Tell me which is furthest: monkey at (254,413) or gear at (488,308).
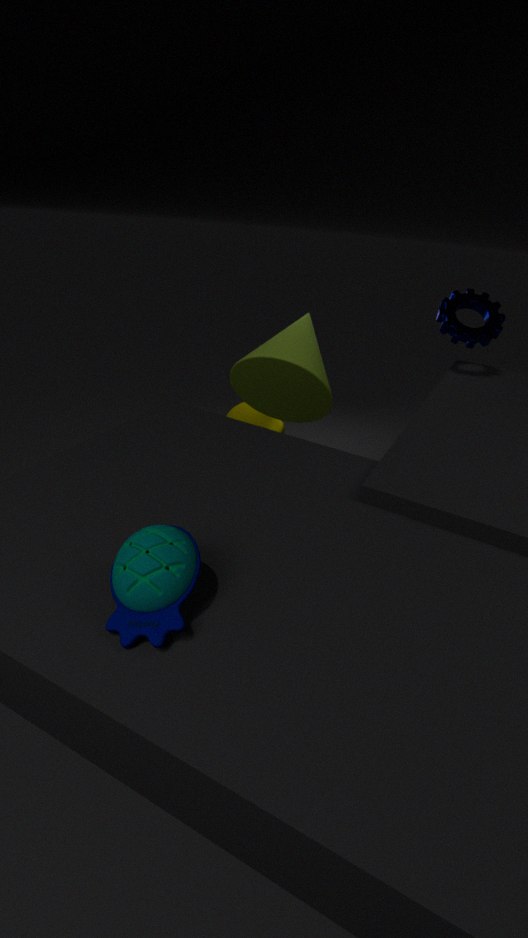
monkey at (254,413)
